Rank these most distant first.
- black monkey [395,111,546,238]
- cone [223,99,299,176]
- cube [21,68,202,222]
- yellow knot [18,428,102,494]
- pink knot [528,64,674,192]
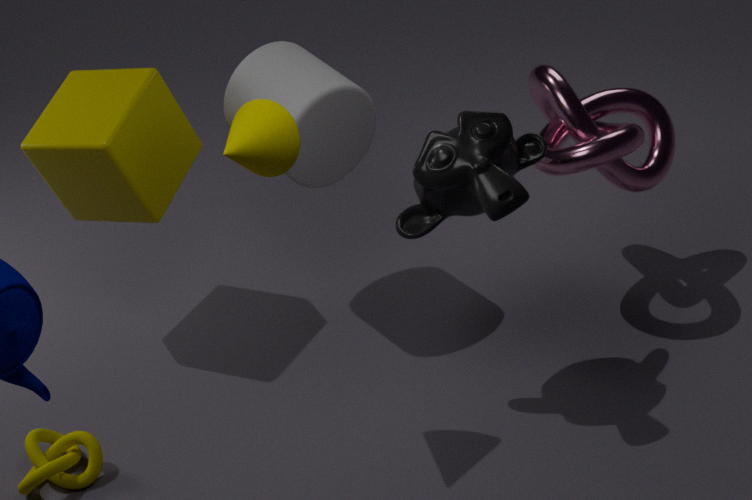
cube [21,68,202,222]
pink knot [528,64,674,192]
yellow knot [18,428,102,494]
black monkey [395,111,546,238]
cone [223,99,299,176]
